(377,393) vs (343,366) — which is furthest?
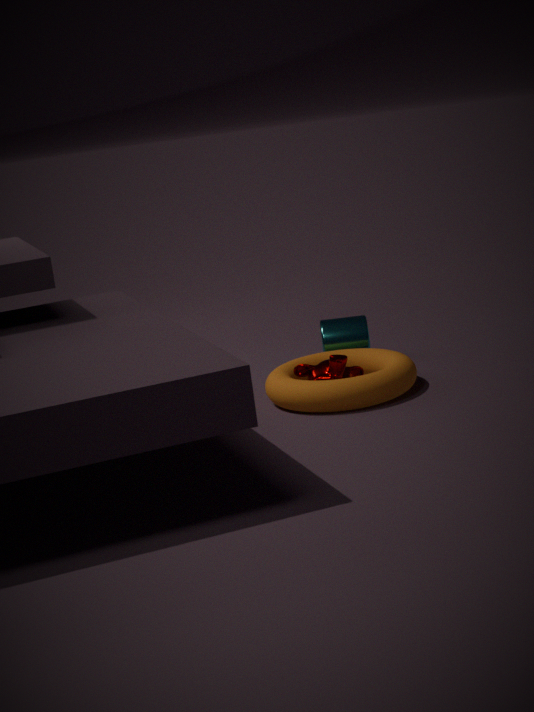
(343,366)
